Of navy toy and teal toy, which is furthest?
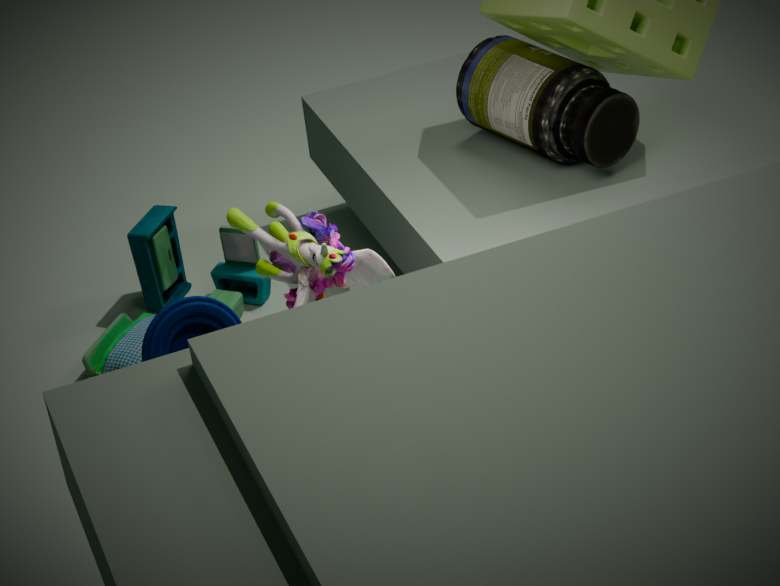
teal toy
